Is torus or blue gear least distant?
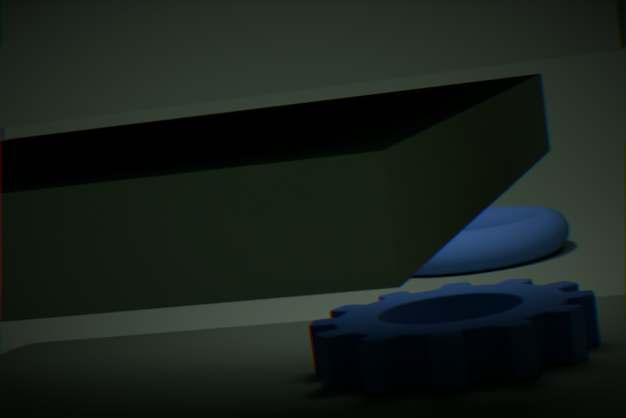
blue gear
